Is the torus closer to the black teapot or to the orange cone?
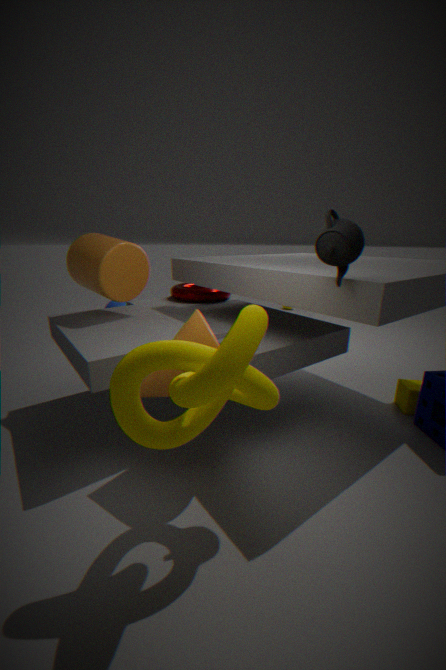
the orange cone
